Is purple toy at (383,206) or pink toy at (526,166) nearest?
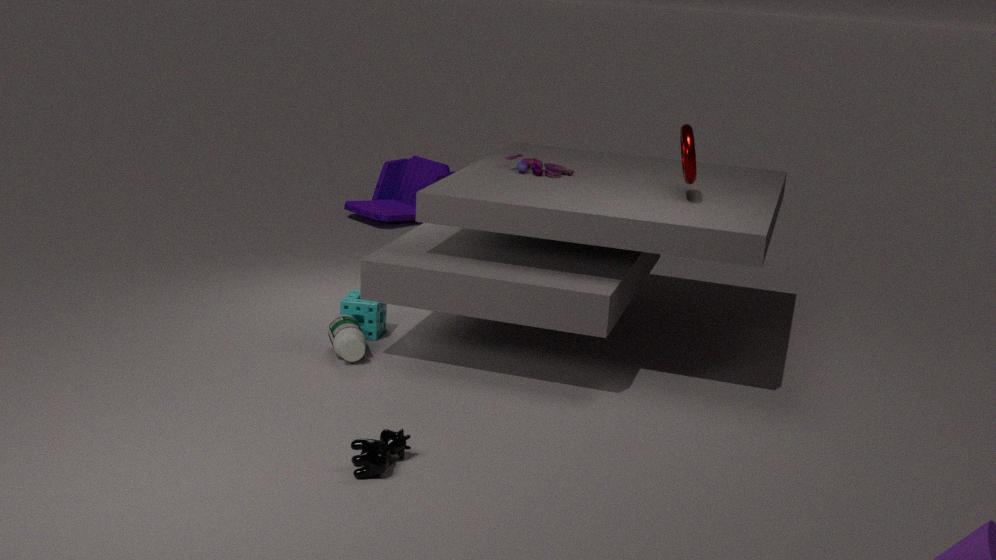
pink toy at (526,166)
